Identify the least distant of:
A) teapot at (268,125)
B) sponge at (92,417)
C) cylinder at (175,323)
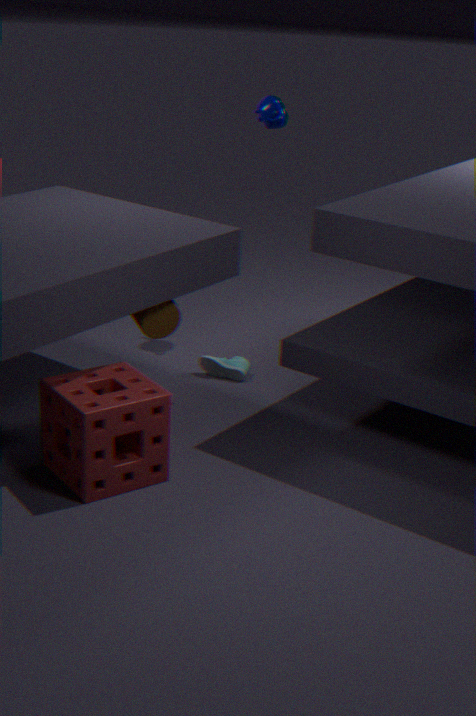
sponge at (92,417)
